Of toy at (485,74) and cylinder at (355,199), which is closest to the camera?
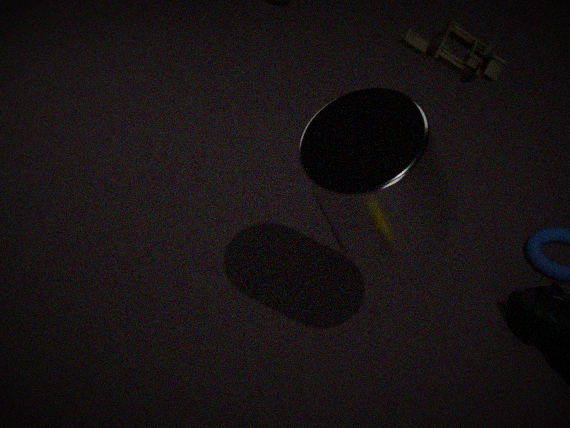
cylinder at (355,199)
